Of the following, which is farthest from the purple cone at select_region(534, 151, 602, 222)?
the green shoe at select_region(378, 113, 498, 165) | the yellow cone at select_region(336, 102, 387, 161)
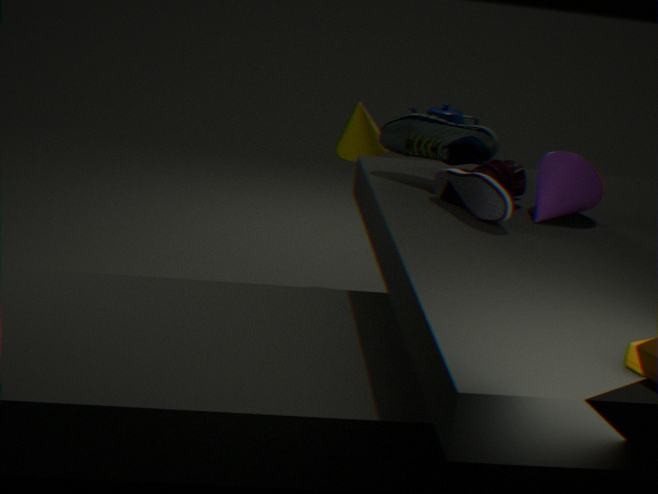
the yellow cone at select_region(336, 102, 387, 161)
